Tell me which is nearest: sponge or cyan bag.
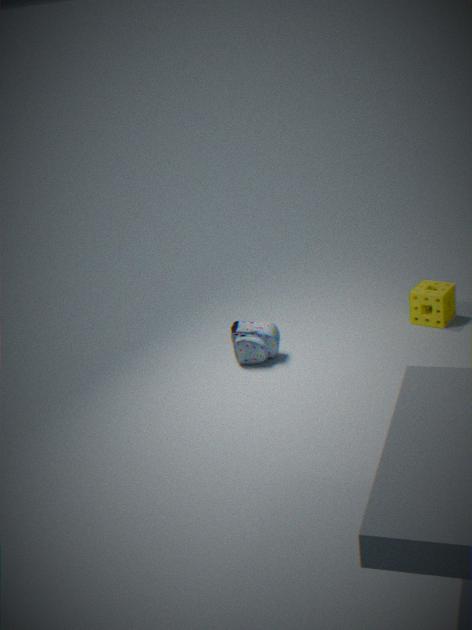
cyan bag
